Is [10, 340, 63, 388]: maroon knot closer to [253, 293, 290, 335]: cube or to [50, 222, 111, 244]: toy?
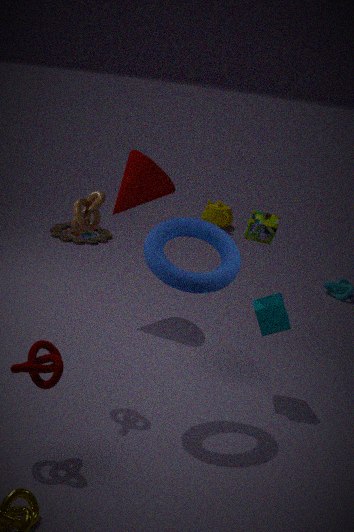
[253, 293, 290, 335]: cube
